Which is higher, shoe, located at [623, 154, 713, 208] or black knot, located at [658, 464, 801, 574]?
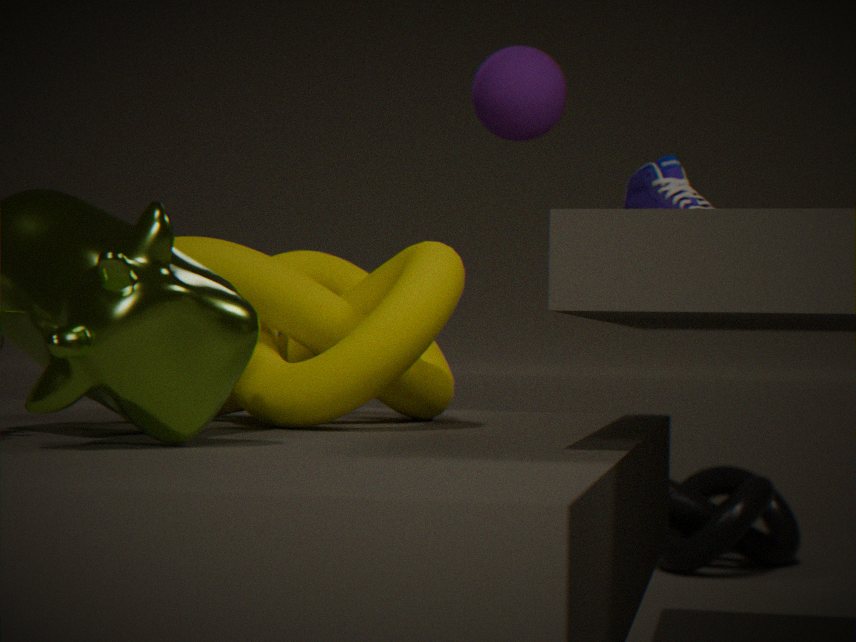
shoe, located at [623, 154, 713, 208]
